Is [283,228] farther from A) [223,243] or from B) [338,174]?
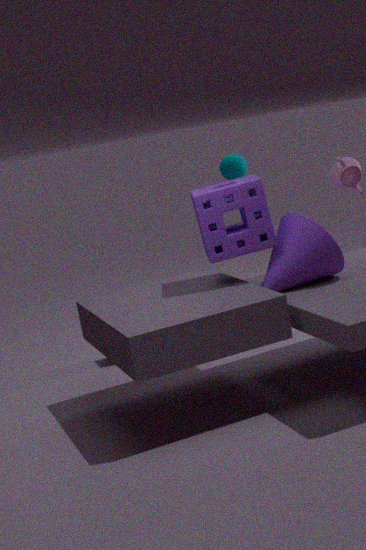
B) [338,174]
